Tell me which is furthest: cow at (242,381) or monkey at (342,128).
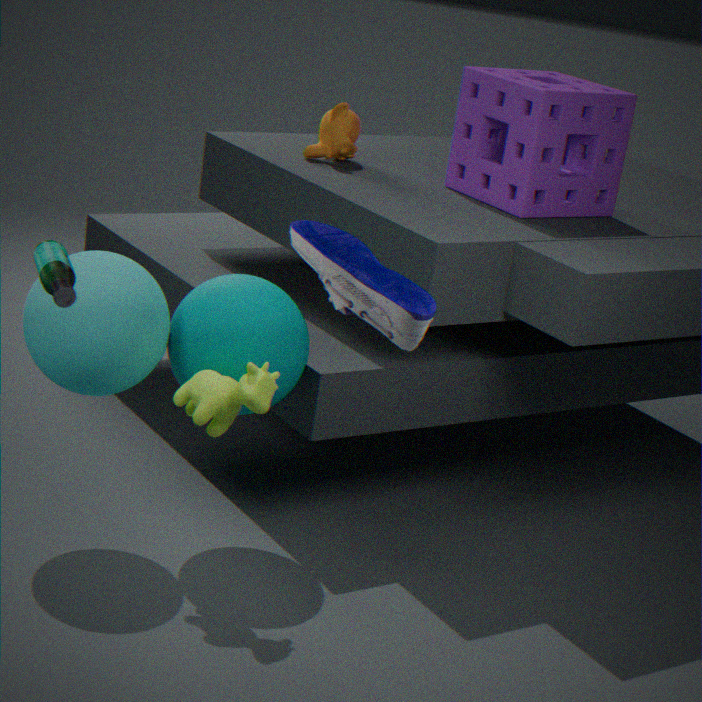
monkey at (342,128)
